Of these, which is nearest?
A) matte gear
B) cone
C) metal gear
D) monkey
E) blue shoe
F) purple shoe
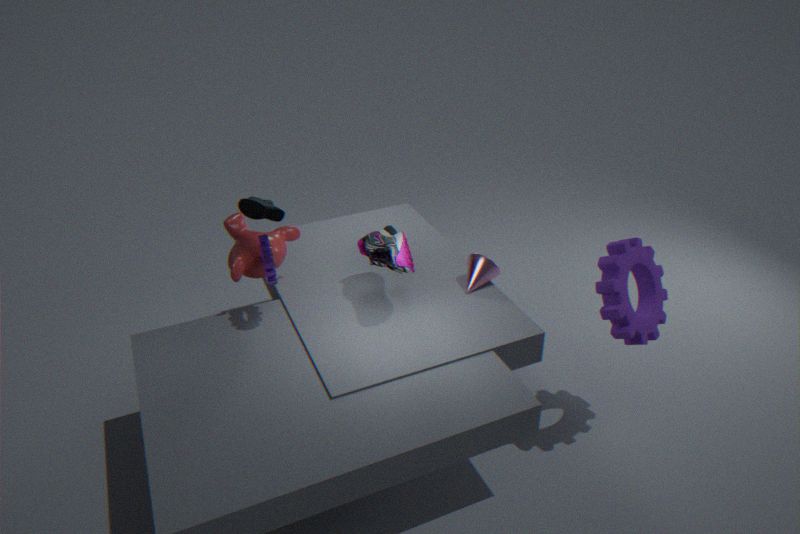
matte gear
